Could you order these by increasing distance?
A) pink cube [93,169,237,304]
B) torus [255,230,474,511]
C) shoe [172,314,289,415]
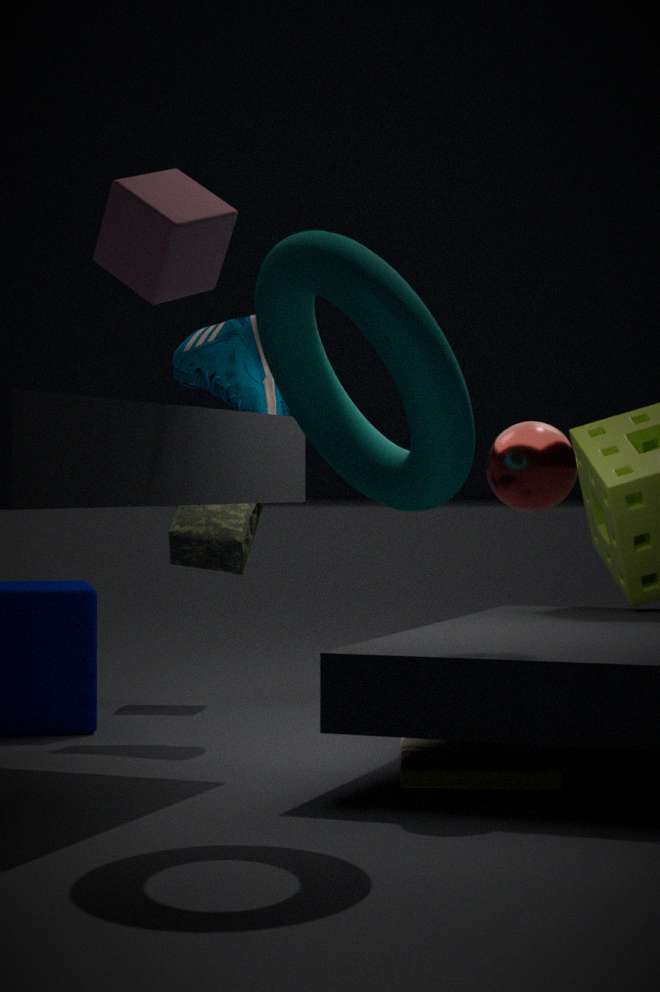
1. torus [255,230,474,511]
2. pink cube [93,169,237,304]
3. shoe [172,314,289,415]
